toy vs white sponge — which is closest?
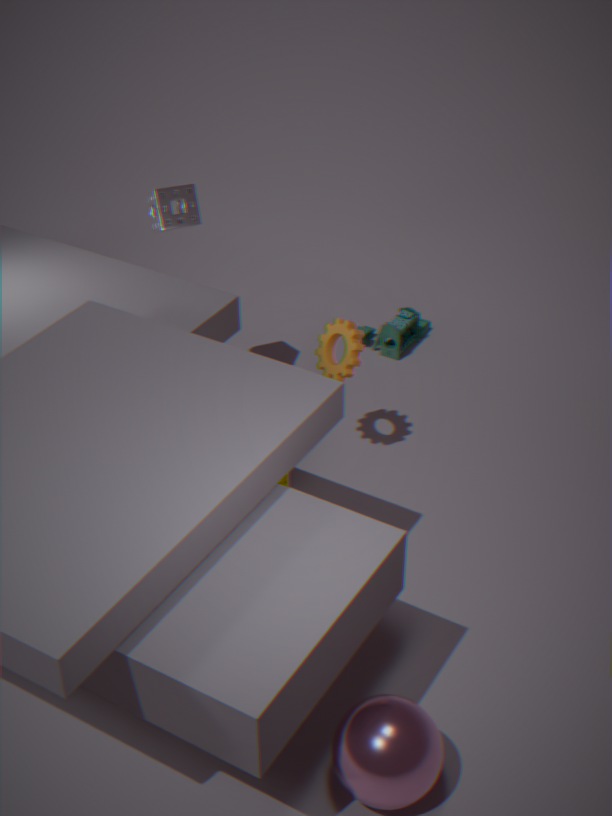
white sponge
